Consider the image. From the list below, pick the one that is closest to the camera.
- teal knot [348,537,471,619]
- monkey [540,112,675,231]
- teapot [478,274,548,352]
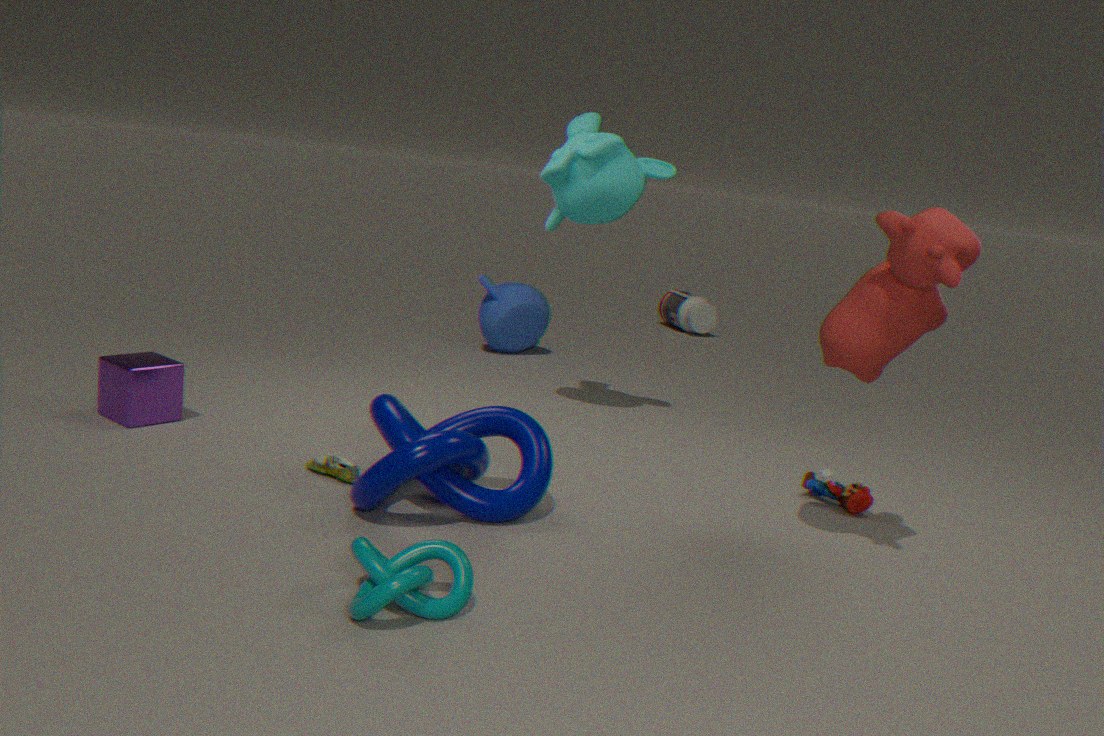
teal knot [348,537,471,619]
